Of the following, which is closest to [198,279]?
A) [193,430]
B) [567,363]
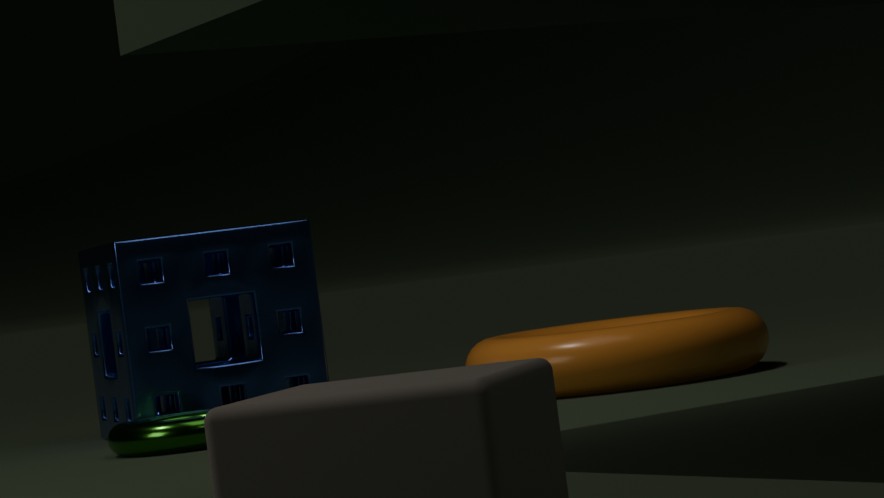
[193,430]
